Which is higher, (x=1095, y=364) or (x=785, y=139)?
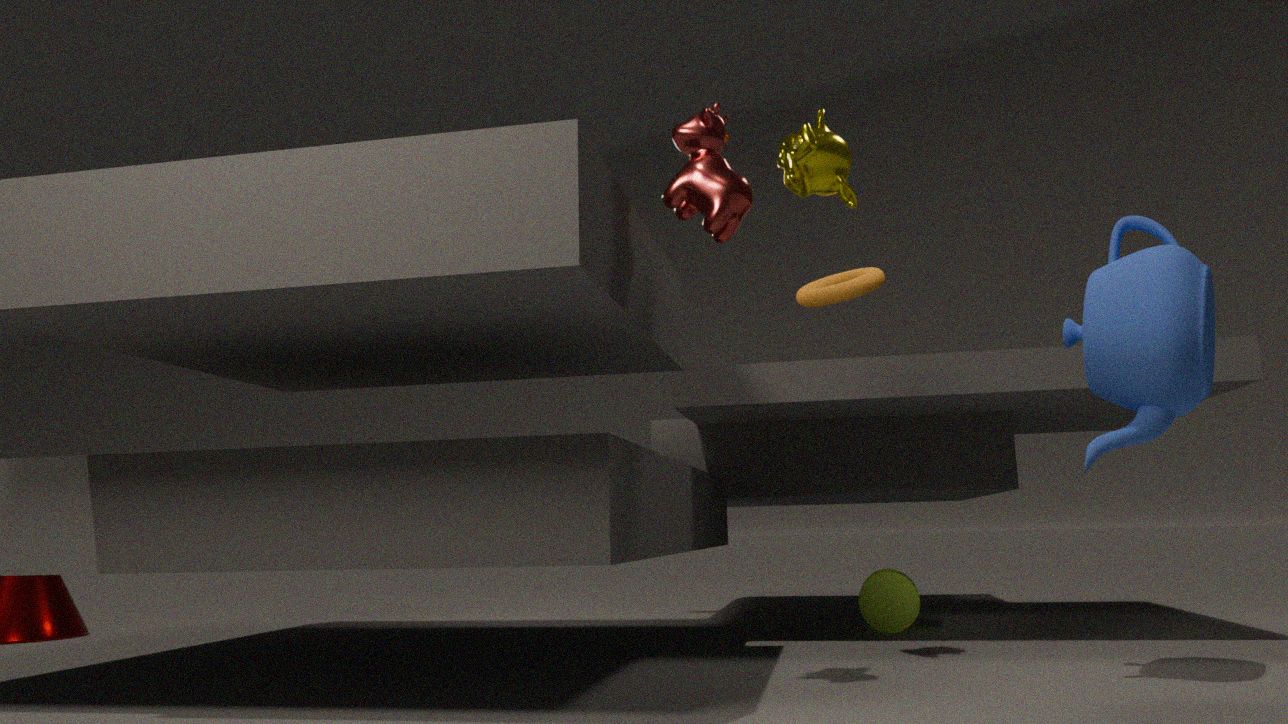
(x=785, y=139)
